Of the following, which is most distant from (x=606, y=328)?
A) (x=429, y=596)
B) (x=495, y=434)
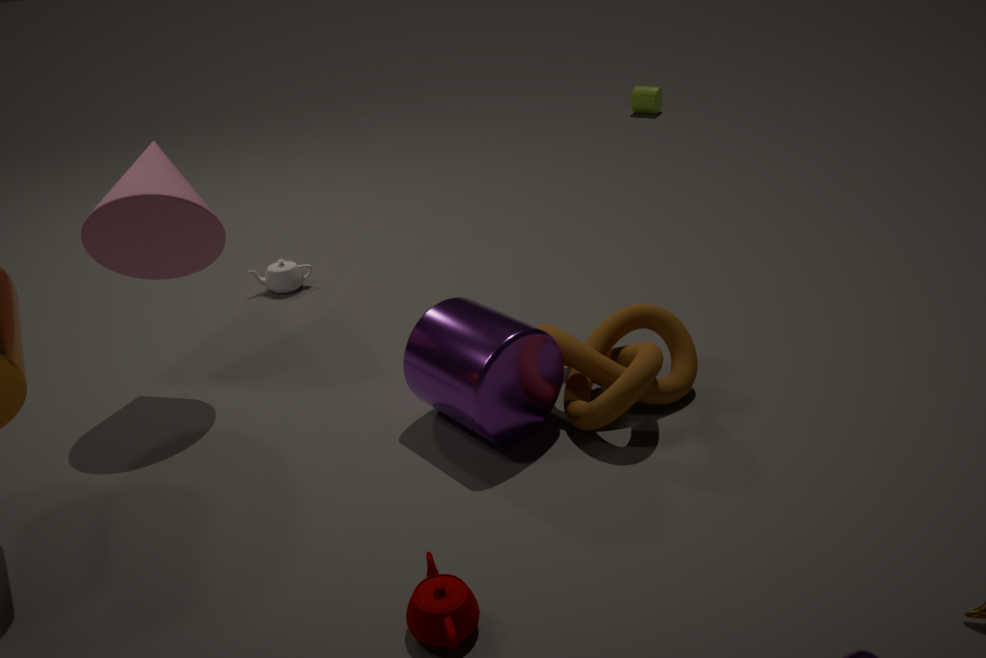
(x=429, y=596)
